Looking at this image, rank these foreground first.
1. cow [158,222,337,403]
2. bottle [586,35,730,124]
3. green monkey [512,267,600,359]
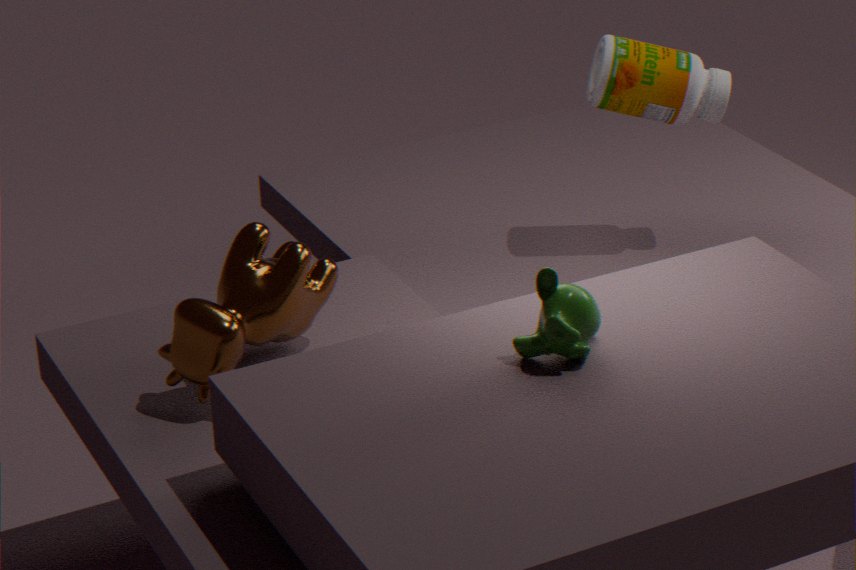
green monkey [512,267,600,359] < cow [158,222,337,403] < bottle [586,35,730,124]
